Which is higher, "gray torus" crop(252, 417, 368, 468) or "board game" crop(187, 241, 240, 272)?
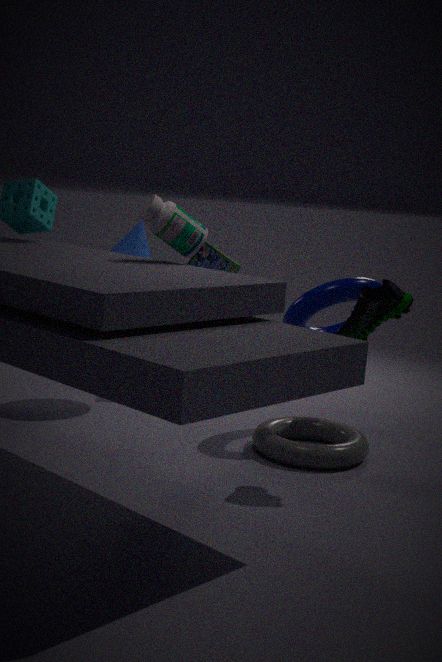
"board game" crop(187, 241, 240, 272)
